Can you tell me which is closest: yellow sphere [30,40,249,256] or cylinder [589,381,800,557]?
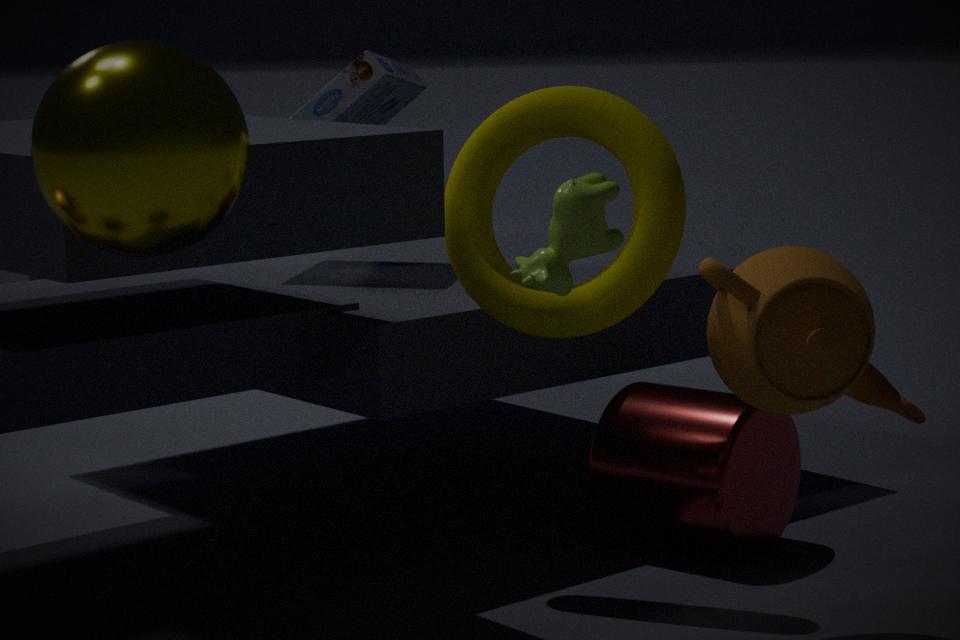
yellow sphere [30,40,249,256]
